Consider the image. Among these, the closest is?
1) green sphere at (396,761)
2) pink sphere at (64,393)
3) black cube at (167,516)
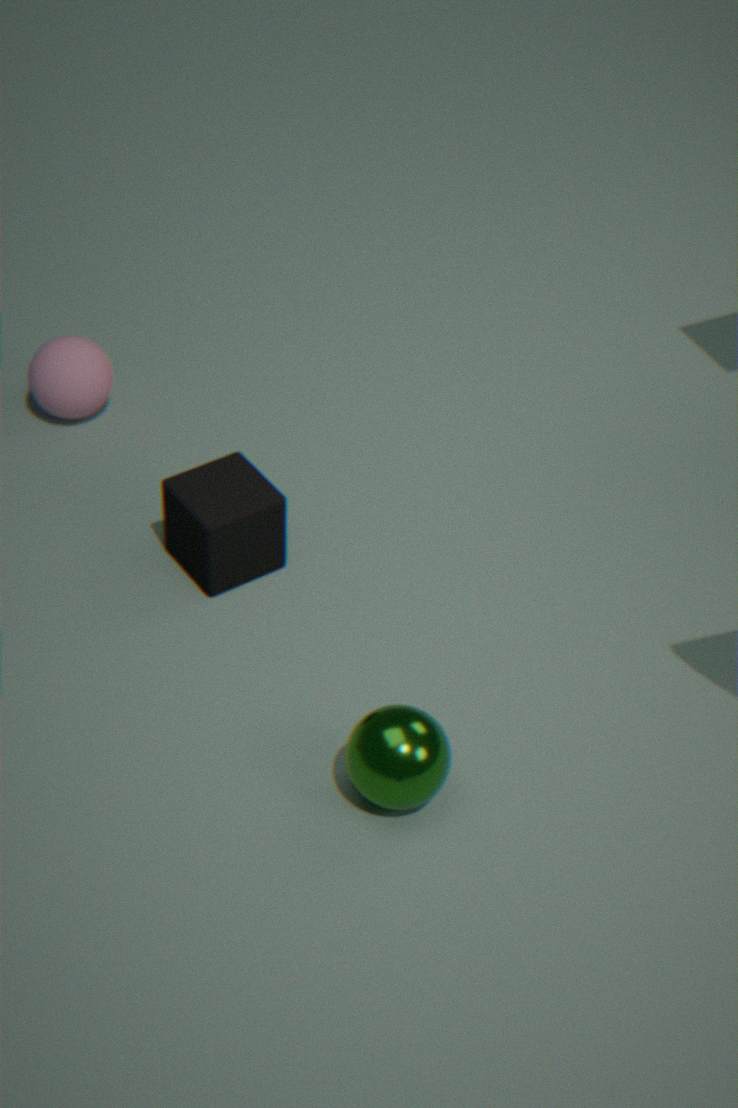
1. green sphere at (396,761)
